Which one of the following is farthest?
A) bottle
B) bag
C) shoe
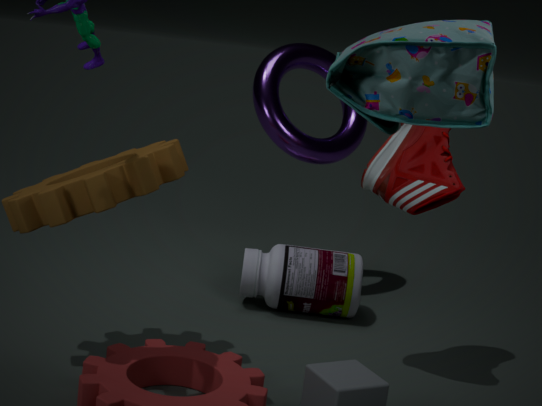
bottle
